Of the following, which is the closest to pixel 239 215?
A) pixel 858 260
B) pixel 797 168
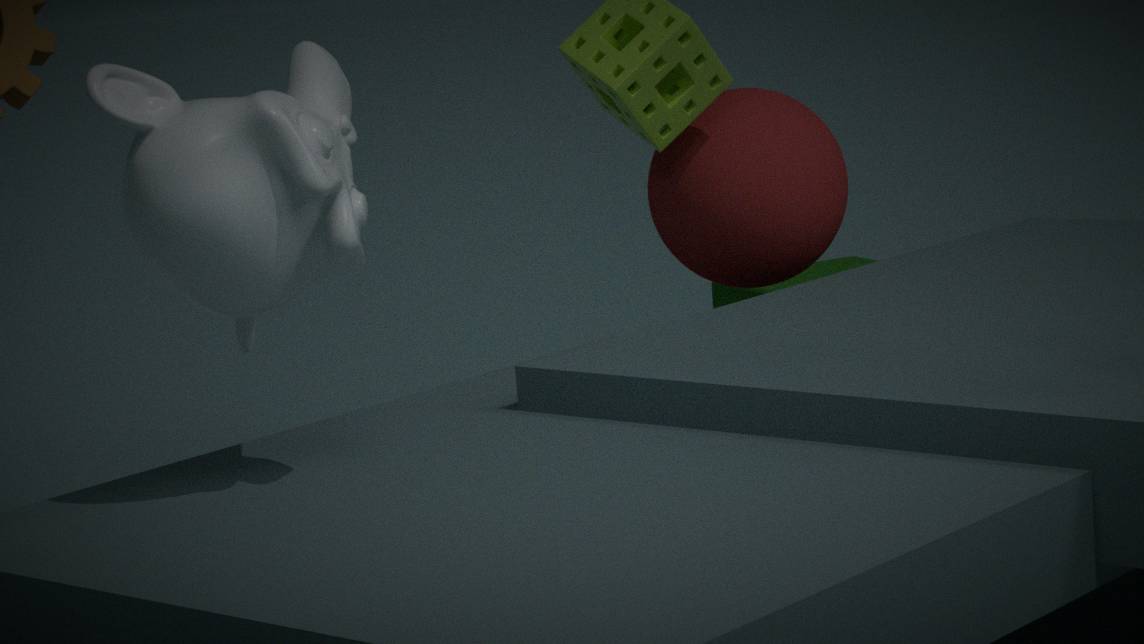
pixel 797 168
